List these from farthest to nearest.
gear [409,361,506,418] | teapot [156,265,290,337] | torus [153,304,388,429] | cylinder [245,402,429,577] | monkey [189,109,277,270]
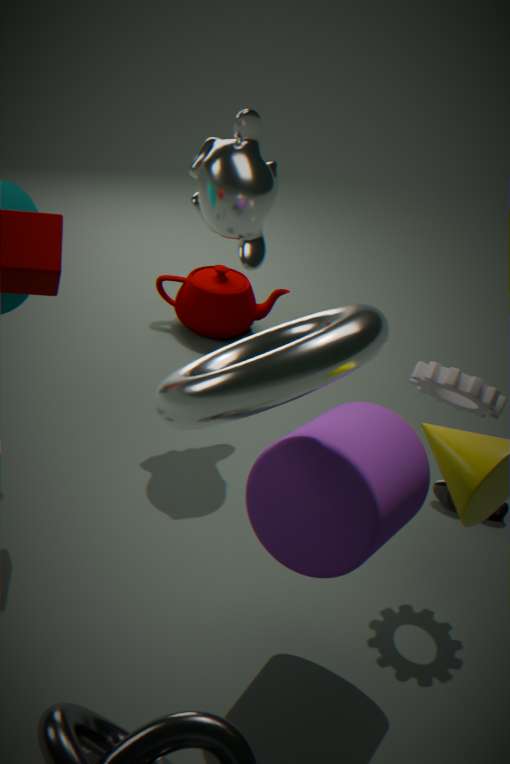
teapot [156,265,290,337] < monkey [189,109,277,270] < gear [409,361,506,418] < cylinder [245,402,429,577] < torus [153,304,388,429]
